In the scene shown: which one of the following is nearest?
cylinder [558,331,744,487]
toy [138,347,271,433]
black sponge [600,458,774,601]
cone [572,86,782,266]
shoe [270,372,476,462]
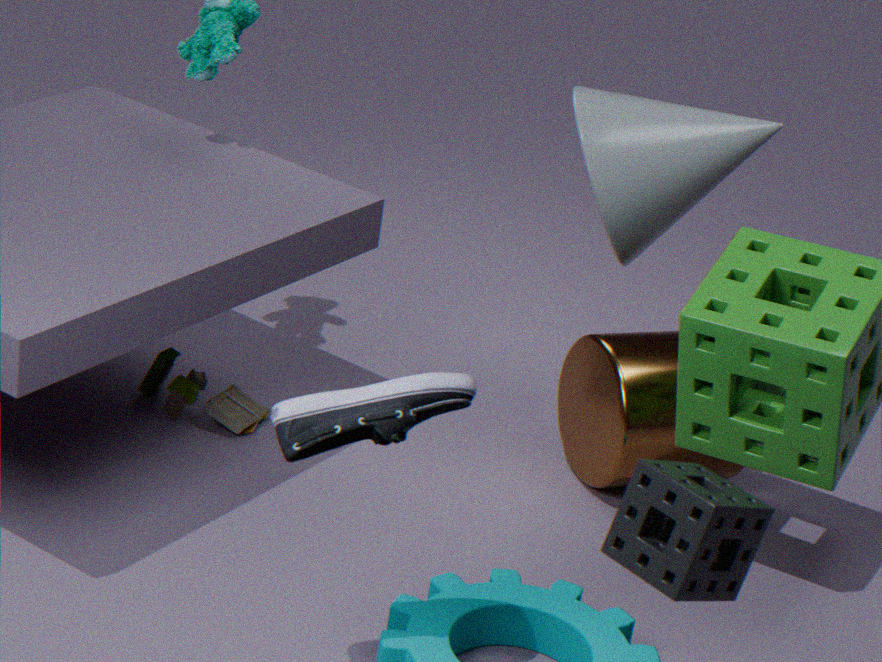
black sponge [600,458,774,601]
